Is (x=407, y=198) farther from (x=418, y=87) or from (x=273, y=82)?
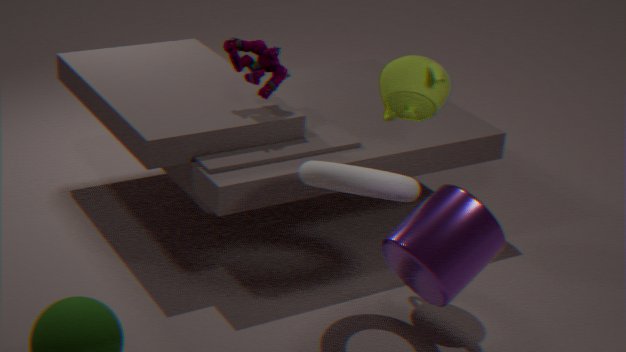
(x=273, y=82)
